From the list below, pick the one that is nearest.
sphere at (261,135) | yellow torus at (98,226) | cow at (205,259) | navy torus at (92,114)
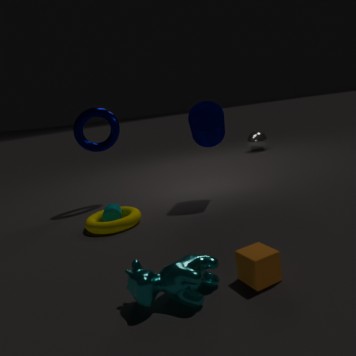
cow at (205,259)
